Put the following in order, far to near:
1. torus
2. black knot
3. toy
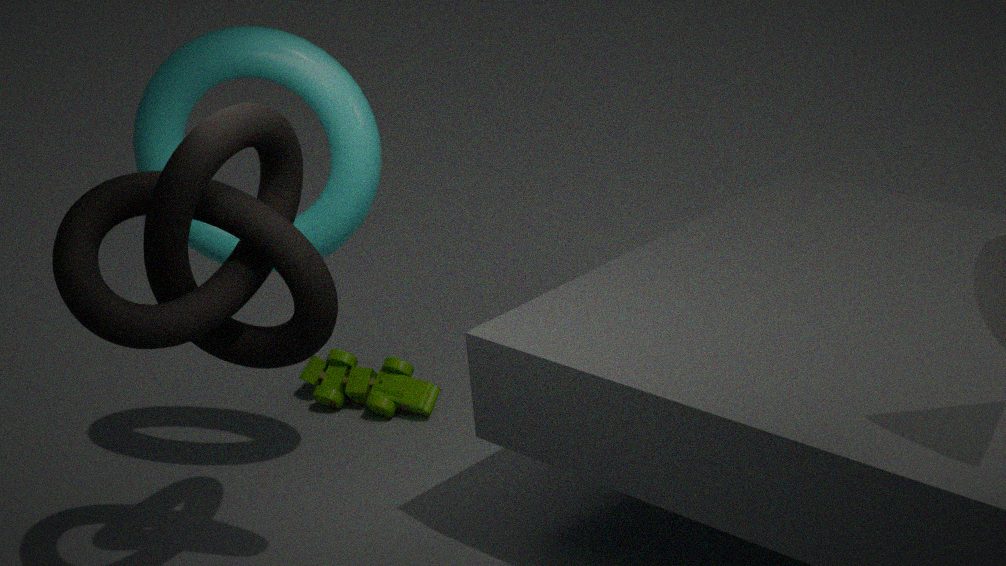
1. toy
2. torus
3. black knot
